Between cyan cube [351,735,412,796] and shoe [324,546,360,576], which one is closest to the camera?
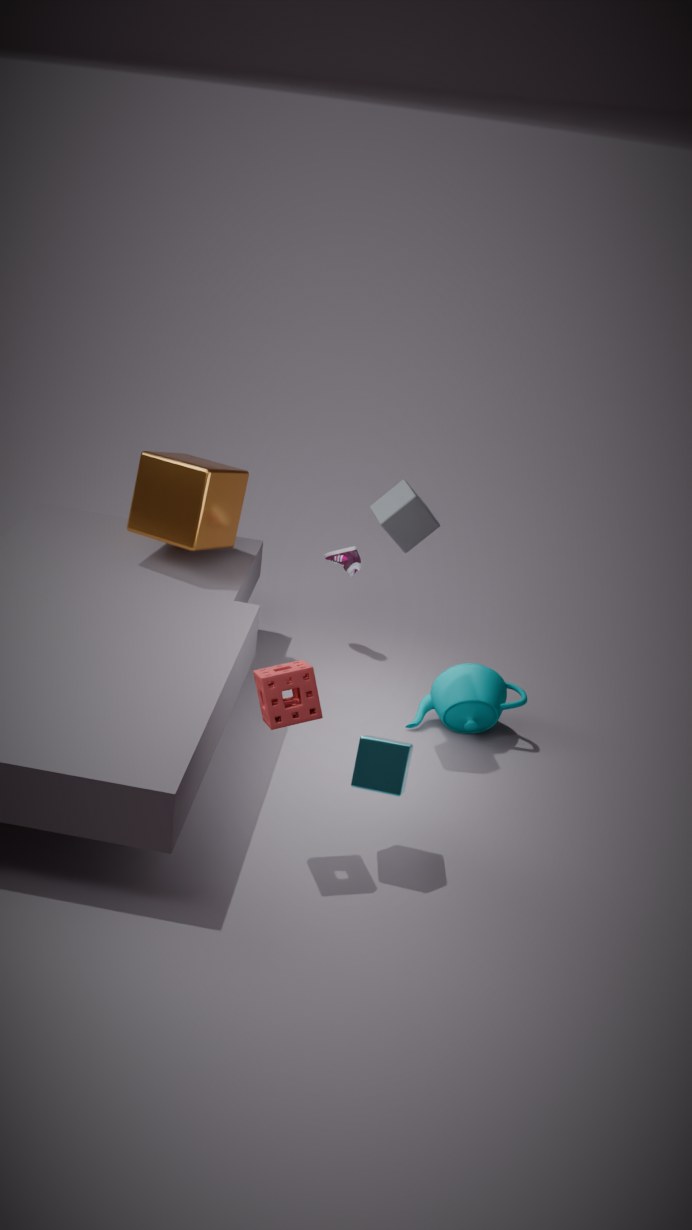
cyan cube [351,735,412,796]
